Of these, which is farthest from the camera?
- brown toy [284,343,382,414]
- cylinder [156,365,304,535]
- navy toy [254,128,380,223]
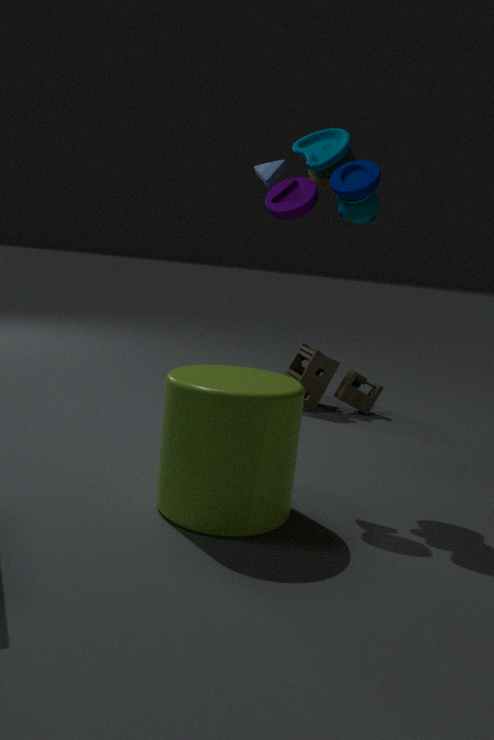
brown toy [284,343,382,414]
